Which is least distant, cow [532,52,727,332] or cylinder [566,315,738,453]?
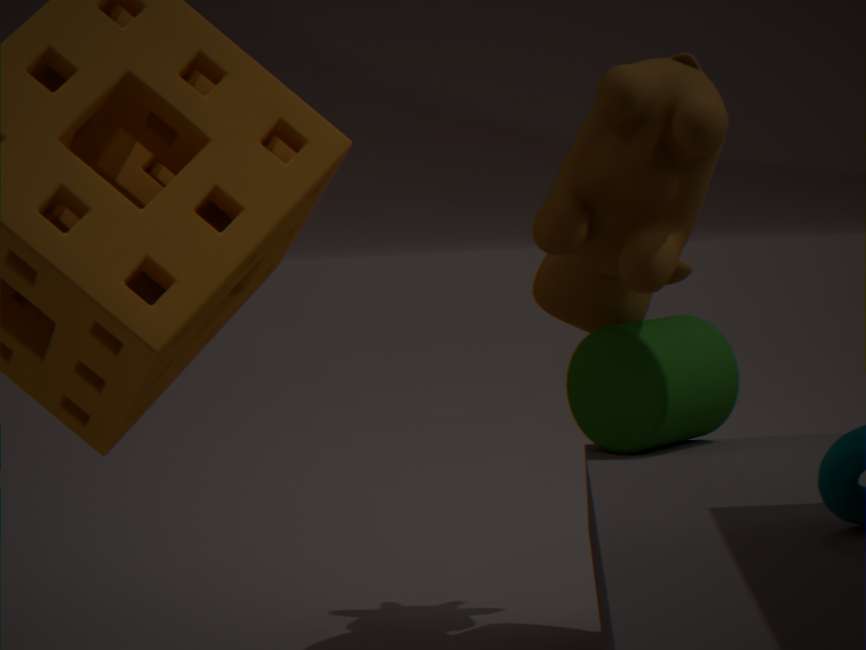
cow [532,52,727,332]
